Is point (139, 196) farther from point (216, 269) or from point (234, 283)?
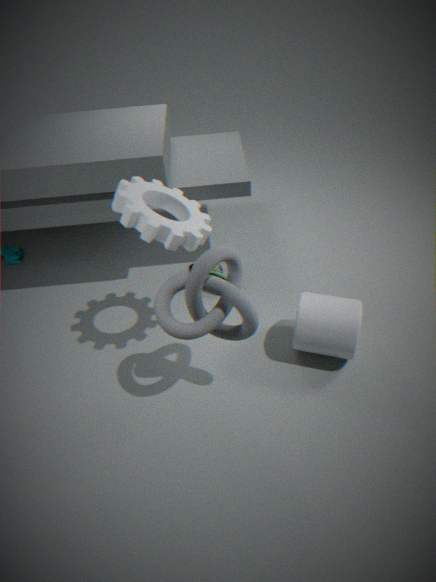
point (216, 269)
